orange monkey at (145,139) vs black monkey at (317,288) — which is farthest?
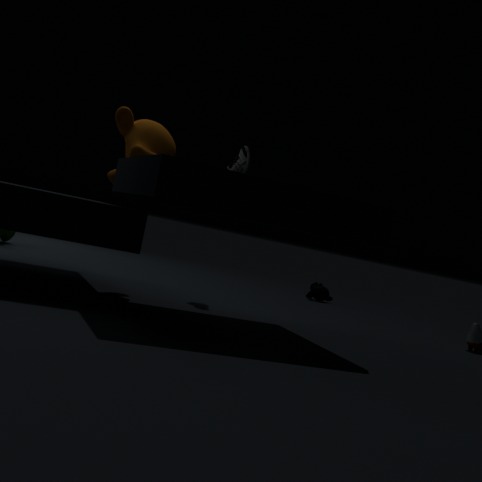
black monkey at (317,288)
